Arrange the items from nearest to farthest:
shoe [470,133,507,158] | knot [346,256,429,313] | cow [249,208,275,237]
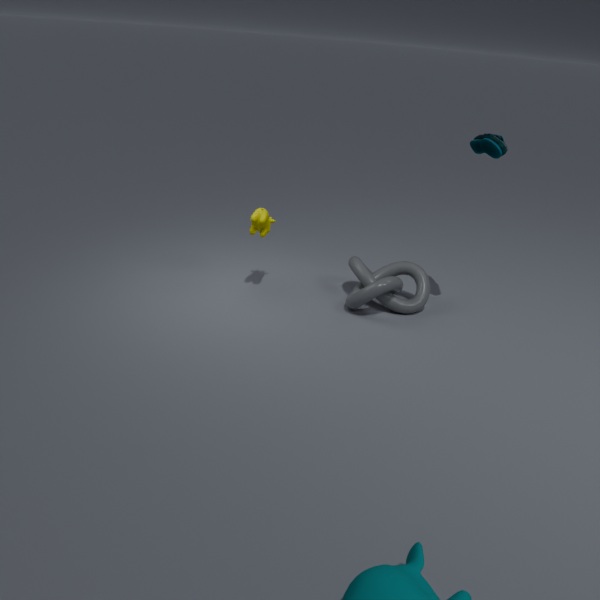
shoe [470,133,507,158] < knot [346,256,429,313] < cow [249,208,275,237]
